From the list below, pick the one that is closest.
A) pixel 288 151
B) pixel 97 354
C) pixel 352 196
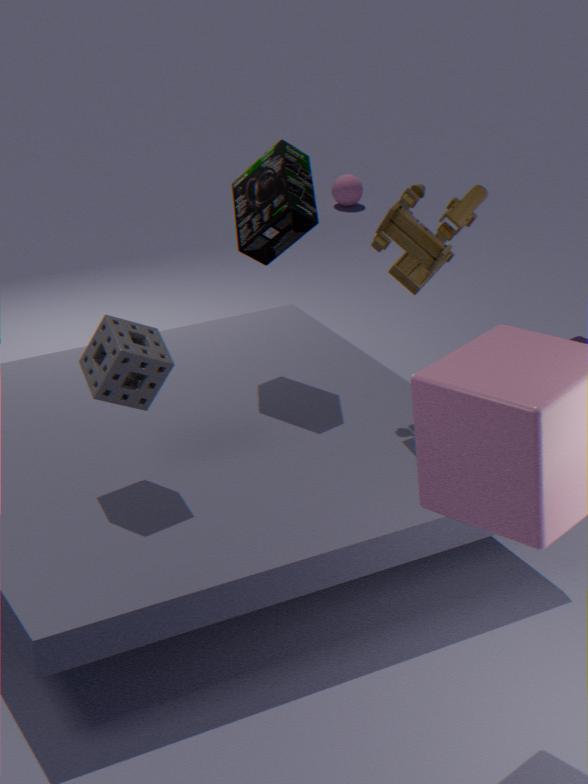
pixel 97 354
